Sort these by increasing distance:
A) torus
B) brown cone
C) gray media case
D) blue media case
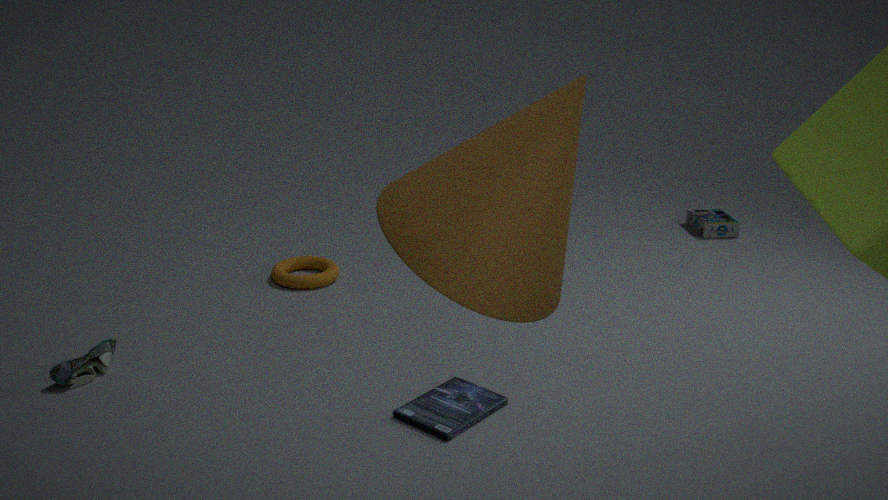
brown cone, blue media case, torus, gray media case
